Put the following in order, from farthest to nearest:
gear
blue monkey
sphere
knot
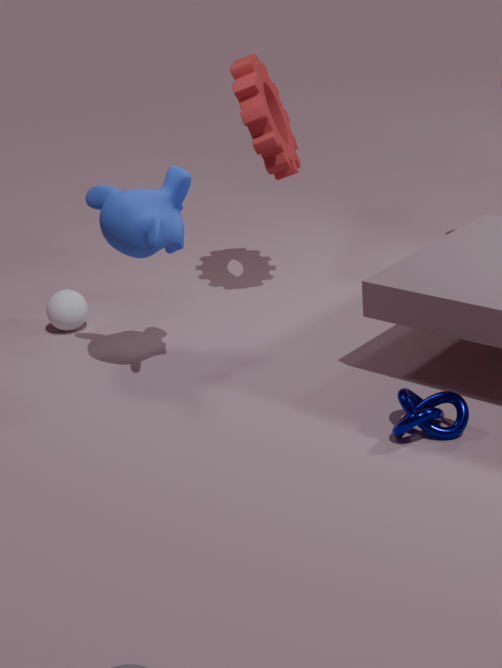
sphere
gear
blue monkey
knot
